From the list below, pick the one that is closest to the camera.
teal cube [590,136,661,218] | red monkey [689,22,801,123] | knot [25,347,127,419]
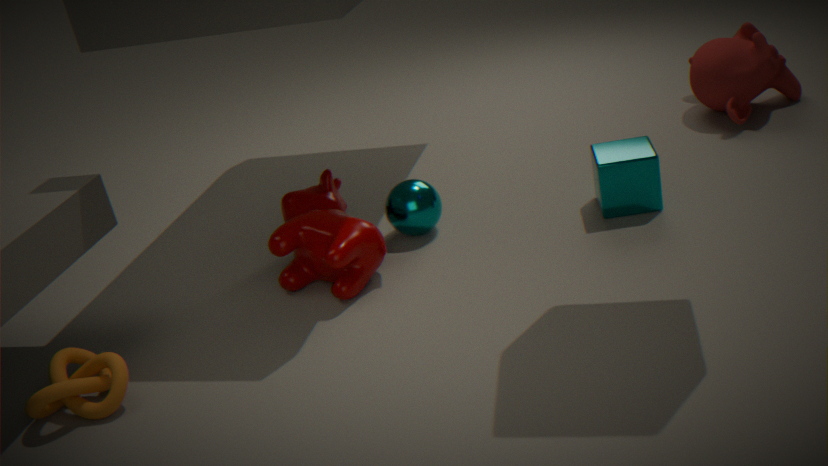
knot [25,347,127,419]
